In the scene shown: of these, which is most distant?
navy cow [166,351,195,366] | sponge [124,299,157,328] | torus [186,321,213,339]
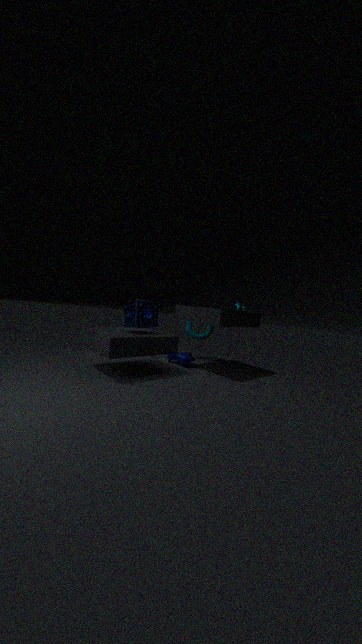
torus [186,321,213,339]
